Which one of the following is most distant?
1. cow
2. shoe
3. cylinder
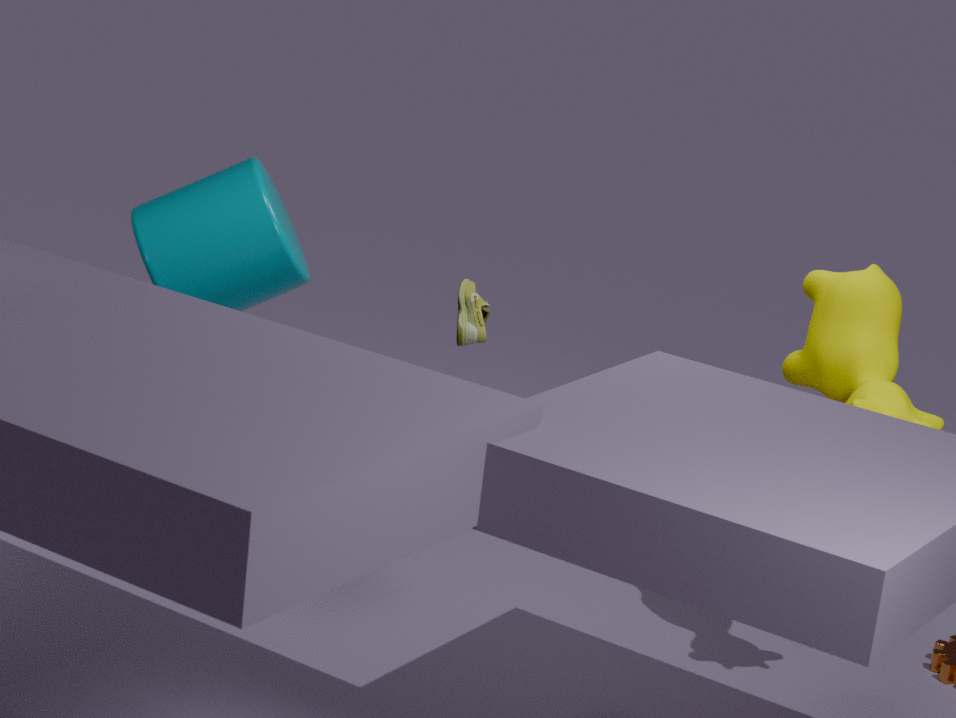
cylinder
